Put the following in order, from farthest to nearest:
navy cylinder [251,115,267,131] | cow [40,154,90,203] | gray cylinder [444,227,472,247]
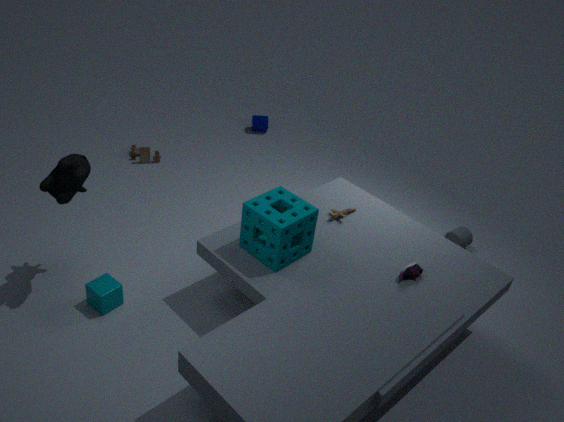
navy cylinder [251,115,267,131] → gray cylinder [444,227,472,247] → cow [40,154,90,203]
